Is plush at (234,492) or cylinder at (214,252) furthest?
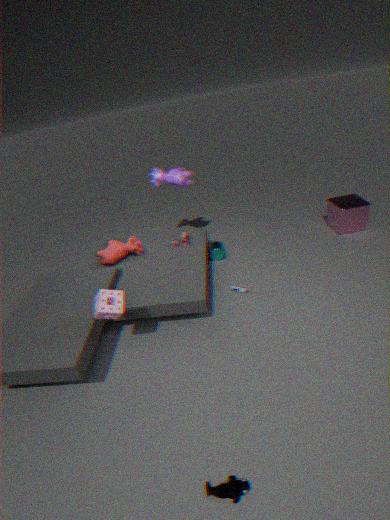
cylinder at (214,252)
